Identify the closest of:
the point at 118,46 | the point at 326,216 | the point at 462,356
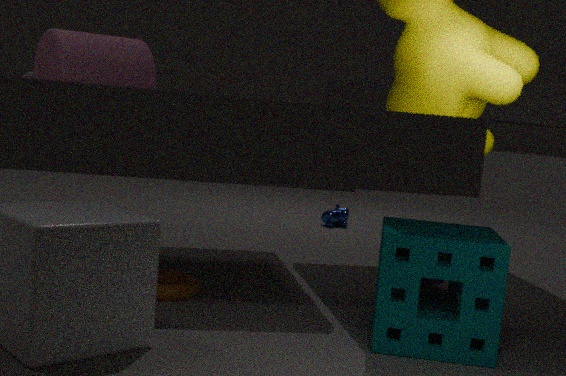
the point at 462,356
